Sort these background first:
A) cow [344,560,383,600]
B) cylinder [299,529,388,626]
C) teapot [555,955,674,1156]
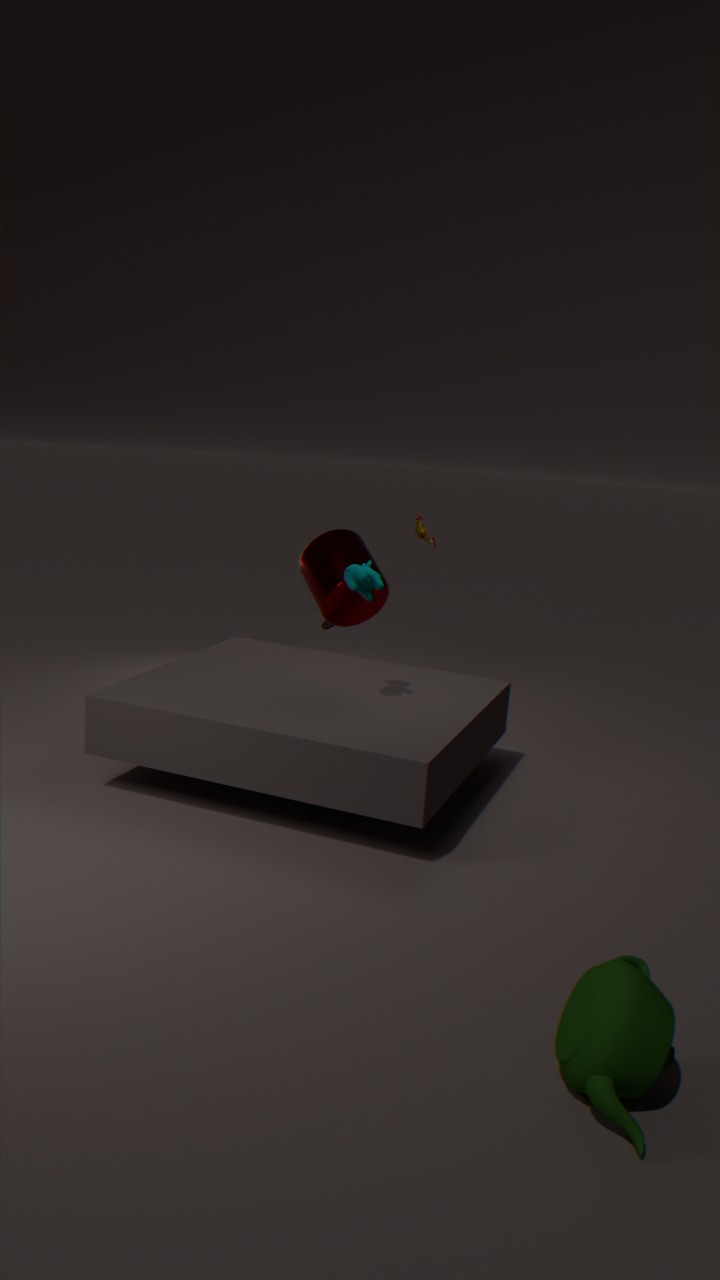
cylinder [299,529,388,626], cow [344,560,383,600], teapot [555,955,674,1156]
